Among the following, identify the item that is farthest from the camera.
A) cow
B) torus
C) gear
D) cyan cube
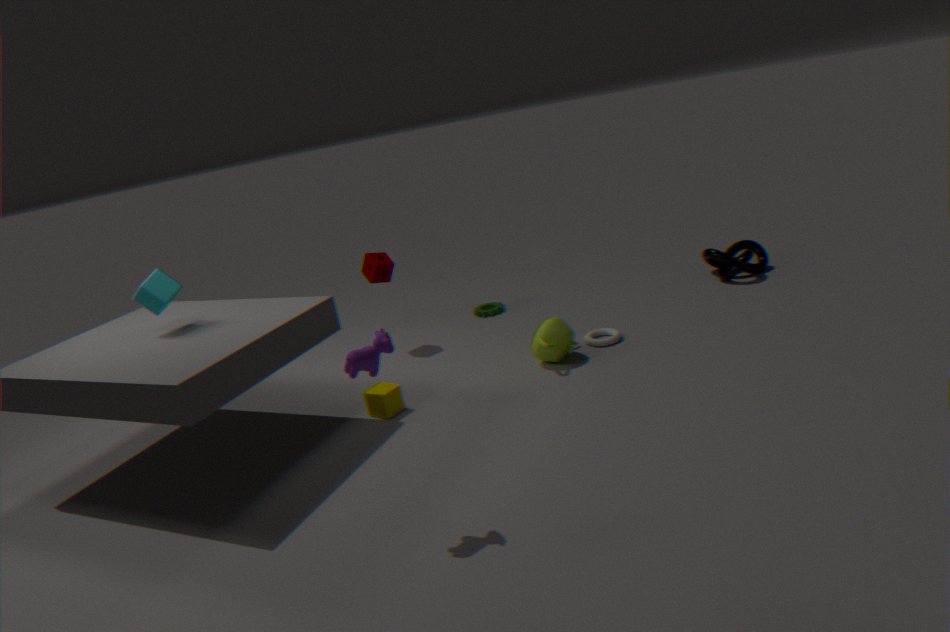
gear
